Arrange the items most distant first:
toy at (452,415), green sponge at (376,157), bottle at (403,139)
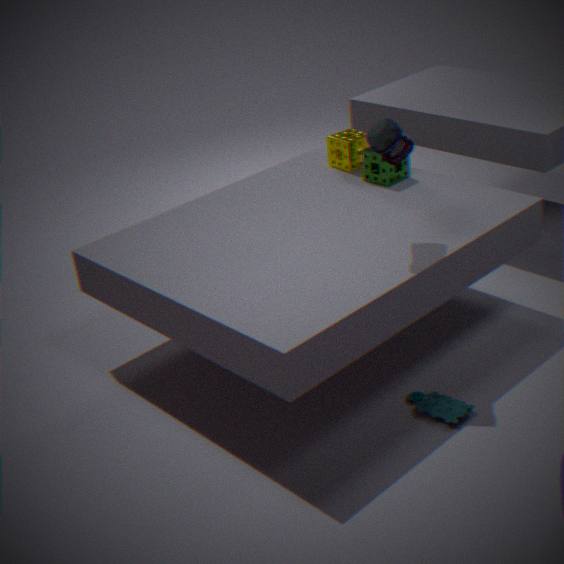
green sponge at (376,157), toy at (452,415), bottle at (403,139)
